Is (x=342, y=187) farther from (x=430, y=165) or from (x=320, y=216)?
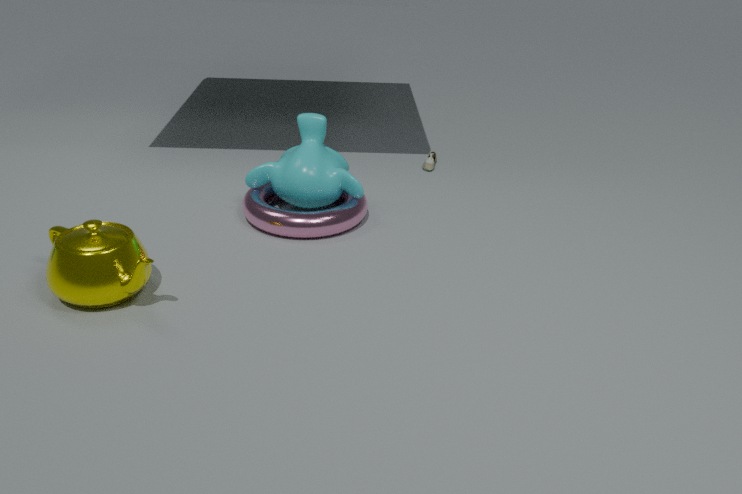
(x=430, y=165)
